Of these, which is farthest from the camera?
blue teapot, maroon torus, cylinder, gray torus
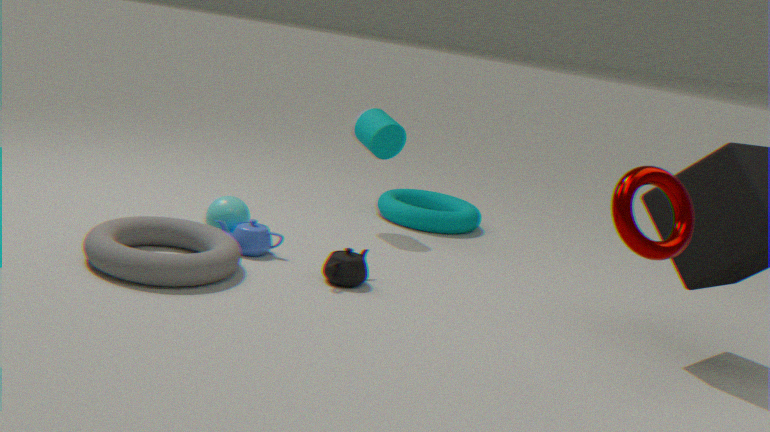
cylinder
